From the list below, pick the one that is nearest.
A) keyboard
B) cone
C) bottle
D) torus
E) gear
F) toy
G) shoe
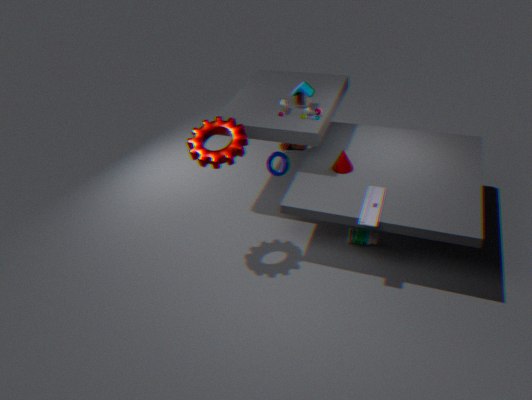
keyboard
